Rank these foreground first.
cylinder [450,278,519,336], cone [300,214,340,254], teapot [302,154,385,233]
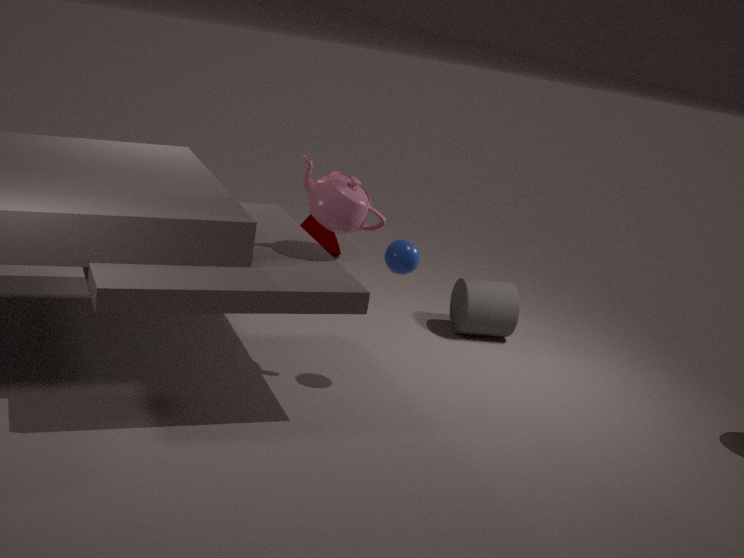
teapot [302,154,385,233], cylinder [450,278,519,336], cone [300,214,340,254]
